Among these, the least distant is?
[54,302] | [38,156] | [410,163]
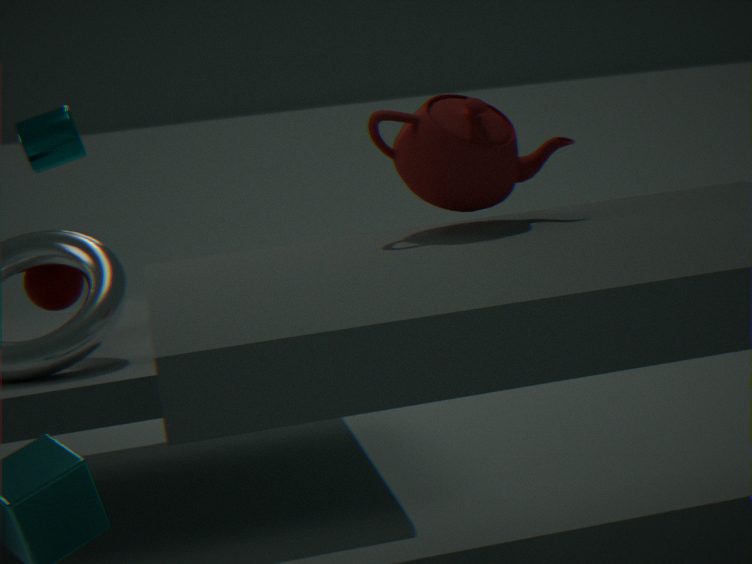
[410,163]
